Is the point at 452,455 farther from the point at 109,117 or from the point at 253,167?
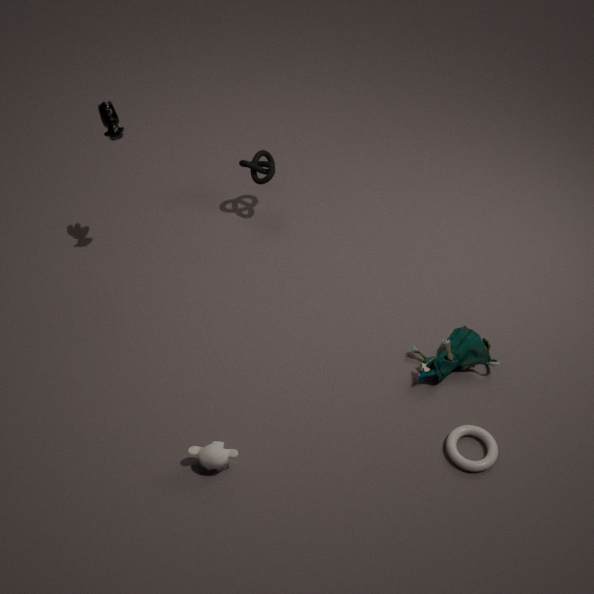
the point at 109,117
